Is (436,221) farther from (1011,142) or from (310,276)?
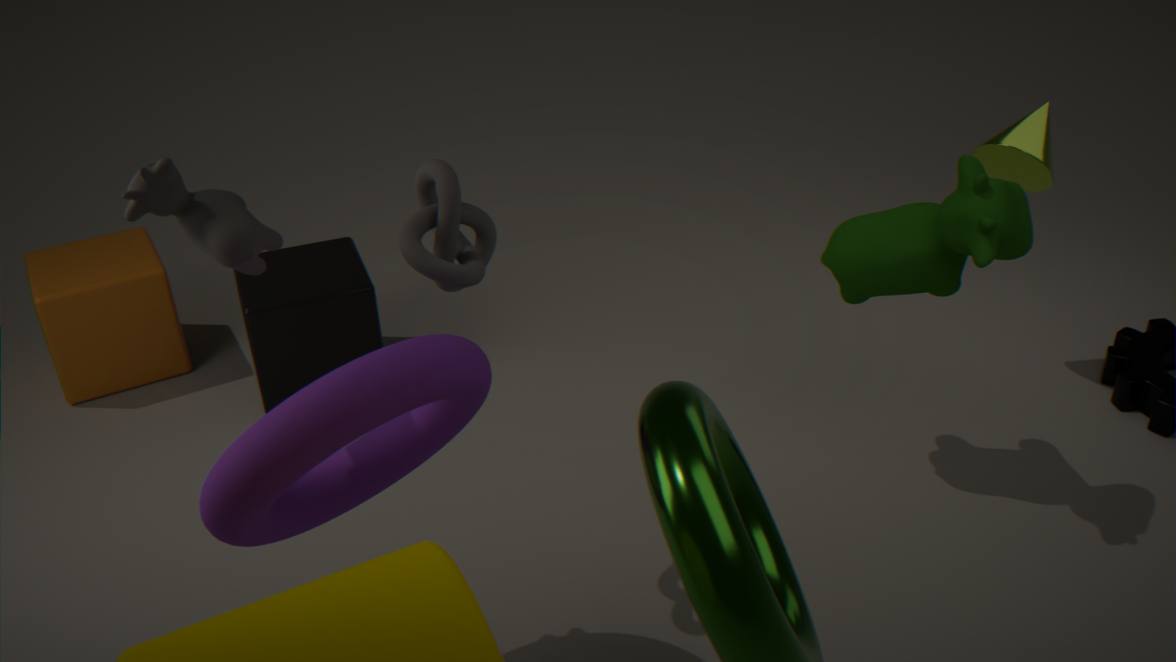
(1011,142)
